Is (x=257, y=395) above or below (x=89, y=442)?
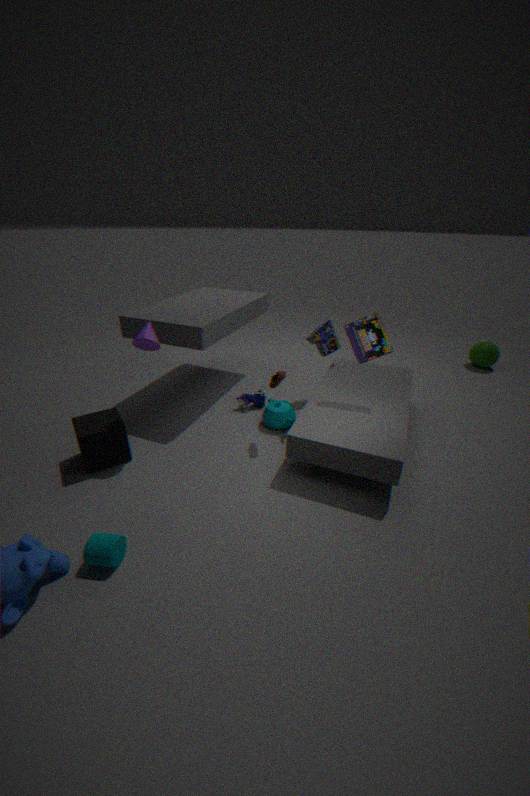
below
